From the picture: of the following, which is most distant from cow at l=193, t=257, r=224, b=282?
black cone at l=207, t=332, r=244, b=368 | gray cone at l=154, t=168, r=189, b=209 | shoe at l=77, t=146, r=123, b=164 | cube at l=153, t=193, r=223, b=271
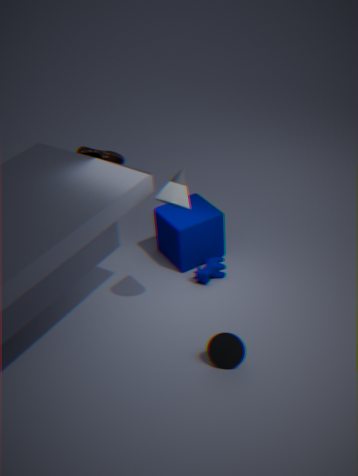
shoe at l=77, t=146, r=123, b=164
